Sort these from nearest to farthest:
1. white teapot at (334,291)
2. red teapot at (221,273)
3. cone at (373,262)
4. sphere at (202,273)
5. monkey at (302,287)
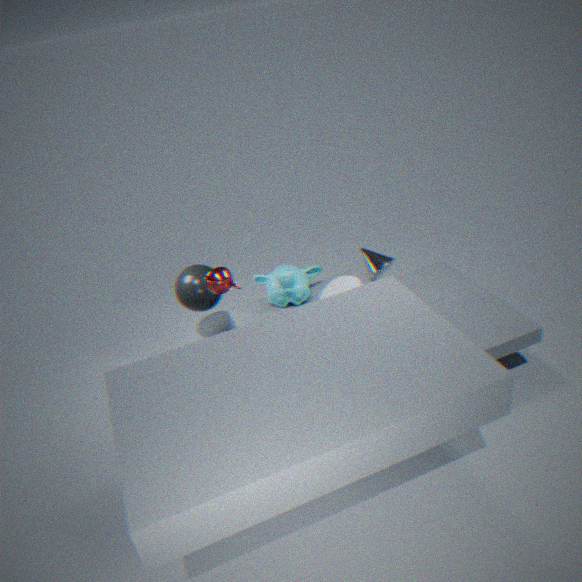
red teapot at (221,273) < cone at (373,262) < white teapot at (334,291) < monkey at (302,287) < sphere at (202,273)
